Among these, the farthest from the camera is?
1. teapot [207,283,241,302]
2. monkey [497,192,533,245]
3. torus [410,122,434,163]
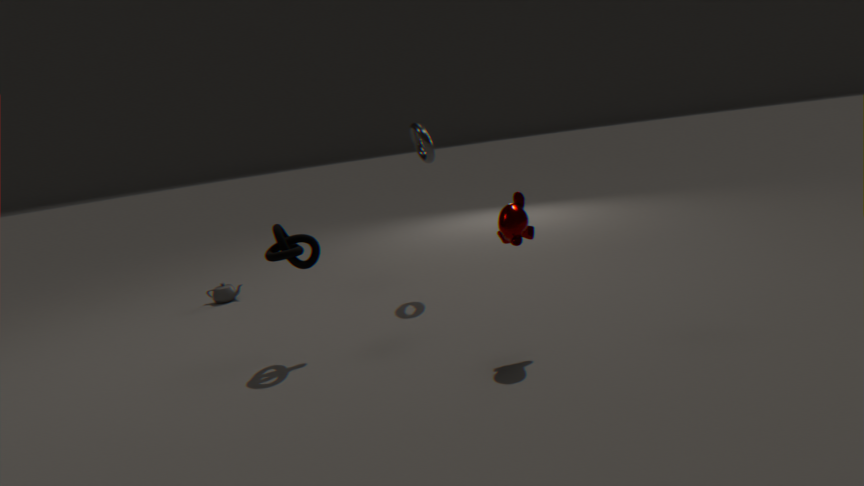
teapot [207,283,241,302]
